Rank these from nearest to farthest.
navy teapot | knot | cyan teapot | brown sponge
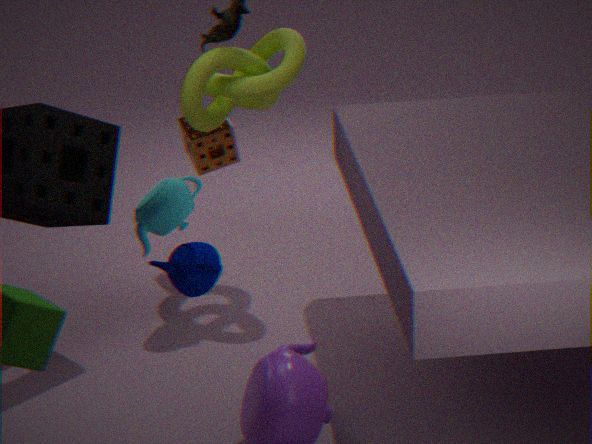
1. cyan teapot
2. navy teapot
3. knot
4. brown sponge
